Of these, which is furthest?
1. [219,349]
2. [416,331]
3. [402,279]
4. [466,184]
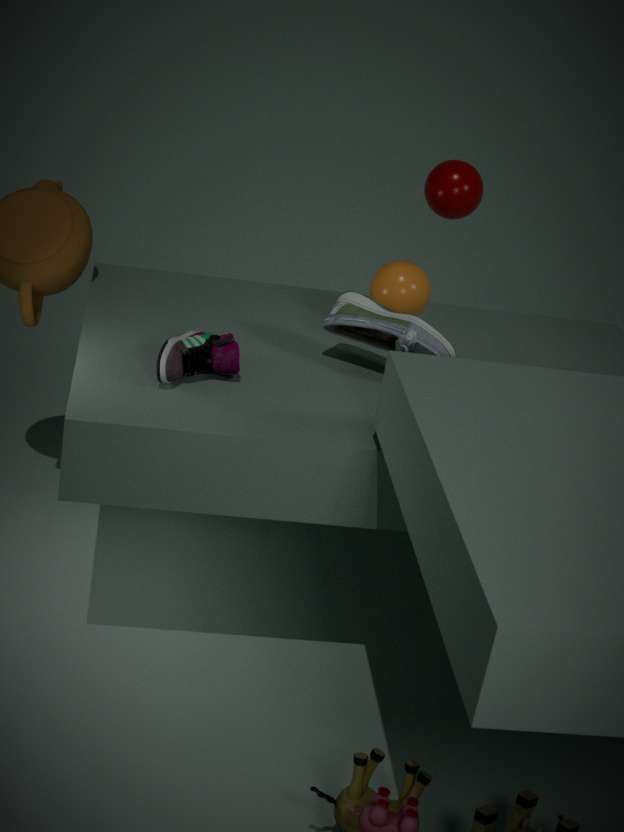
[466,184]
